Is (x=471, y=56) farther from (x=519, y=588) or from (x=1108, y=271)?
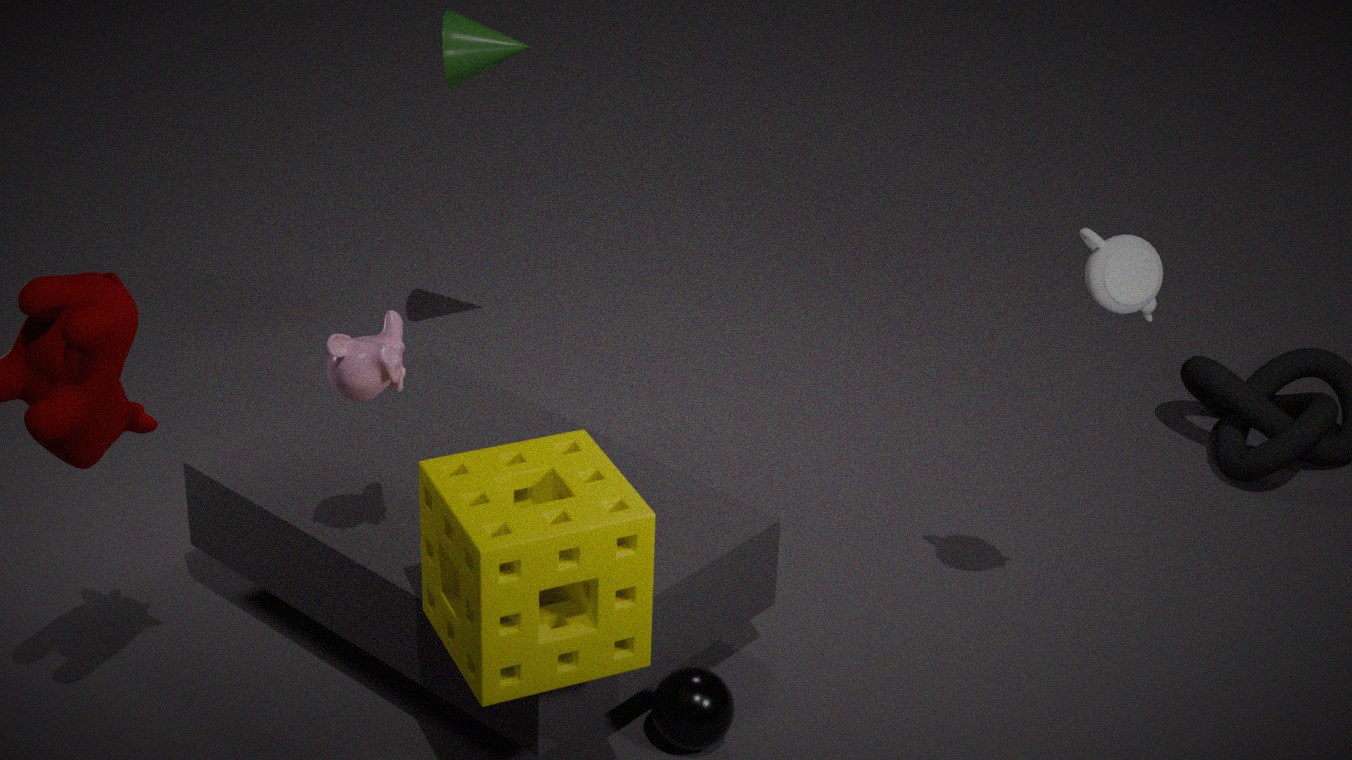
(x=1108, y=271)
